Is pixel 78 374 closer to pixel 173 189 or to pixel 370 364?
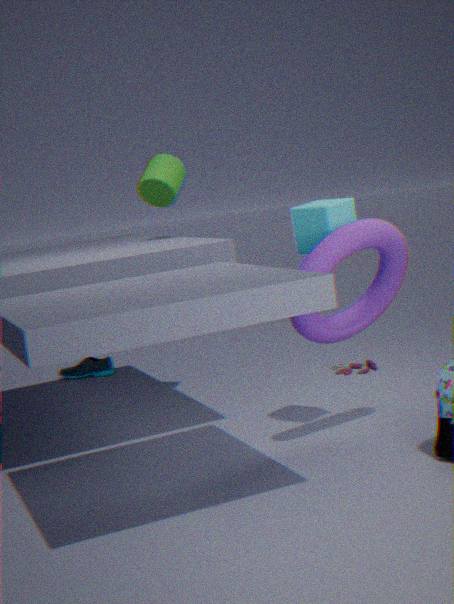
pixel 370 364
